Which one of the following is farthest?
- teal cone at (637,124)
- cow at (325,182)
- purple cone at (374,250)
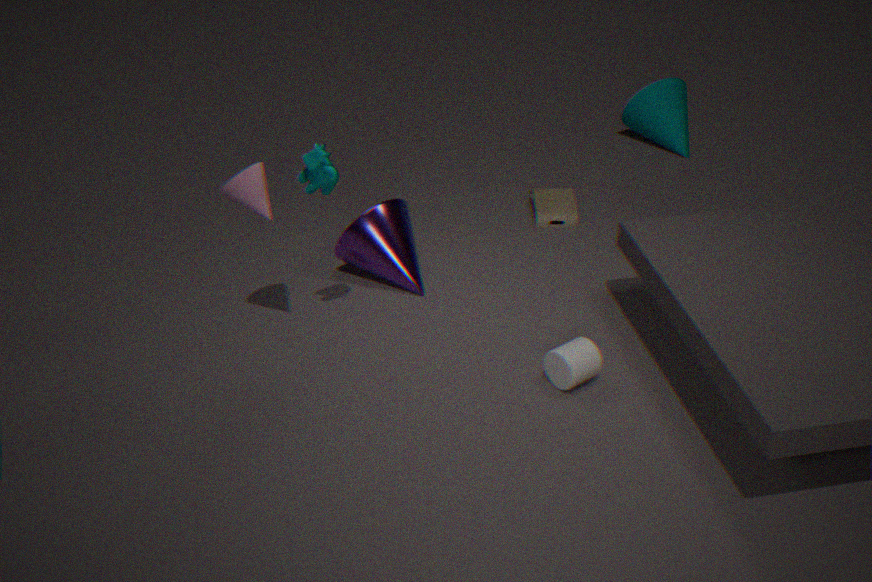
teal cone at (637,124)
